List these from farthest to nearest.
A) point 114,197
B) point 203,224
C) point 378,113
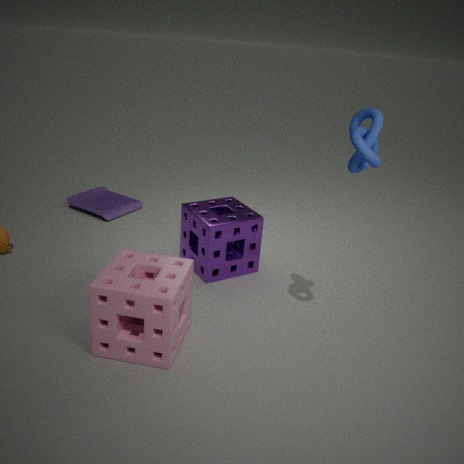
point 114,197, point 203,224, point 378,113
